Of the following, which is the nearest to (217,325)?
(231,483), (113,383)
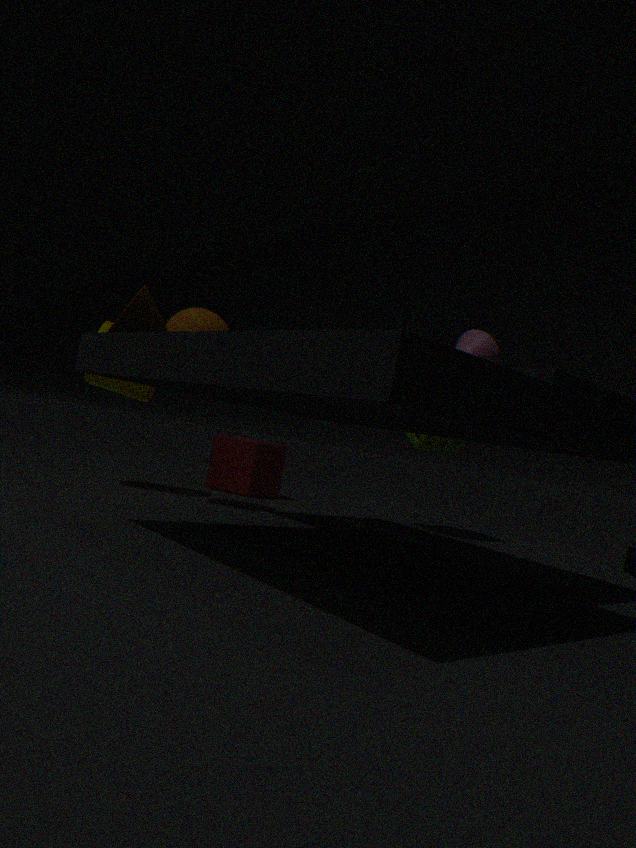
(113,383)
